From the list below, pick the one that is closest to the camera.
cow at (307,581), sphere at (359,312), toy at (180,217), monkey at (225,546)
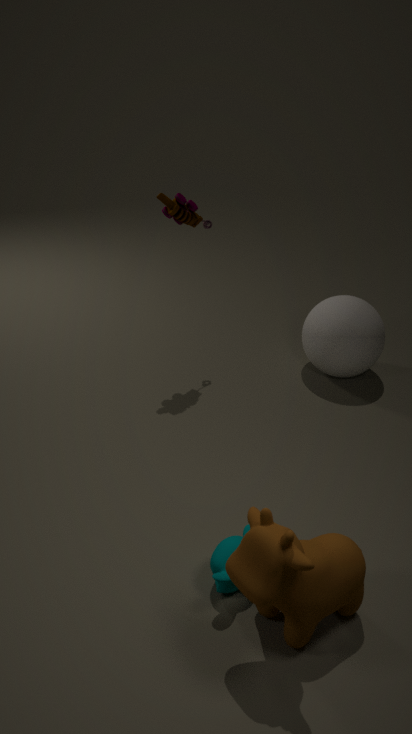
cow at (307,581)
